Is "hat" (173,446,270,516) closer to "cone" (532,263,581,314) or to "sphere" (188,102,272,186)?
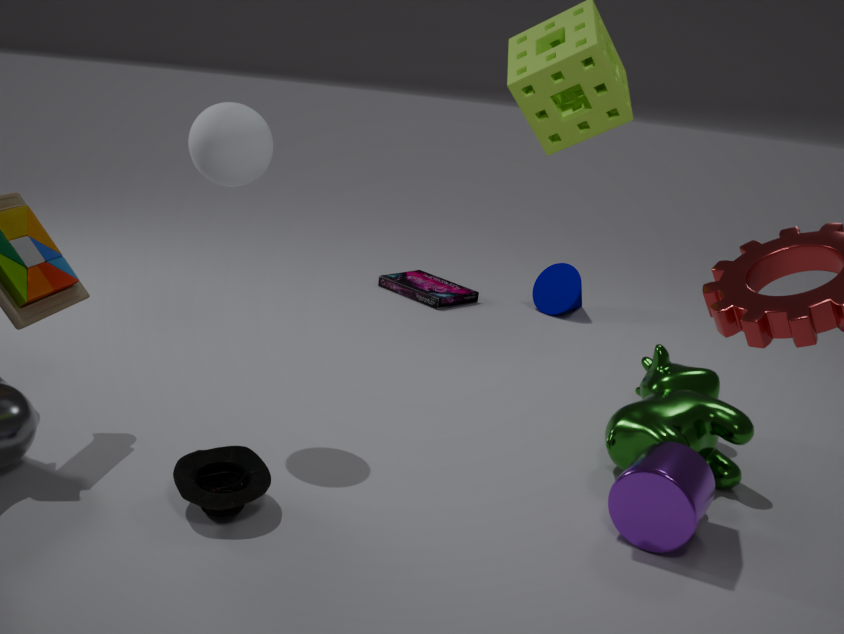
"sphere" (188,102,272,186)
